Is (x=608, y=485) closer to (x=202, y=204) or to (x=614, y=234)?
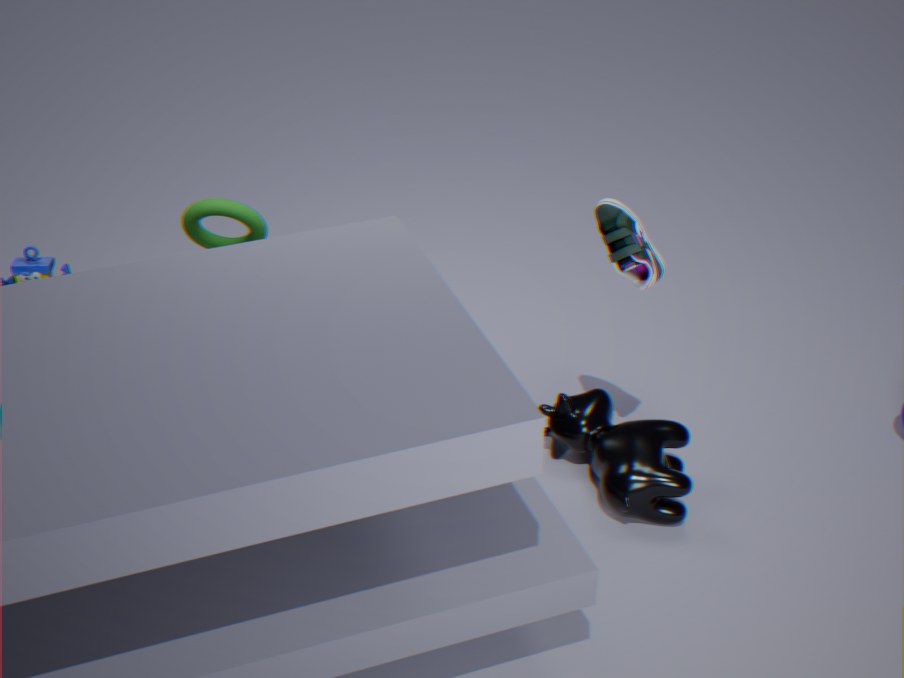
Answer: (x=614, y=234)
